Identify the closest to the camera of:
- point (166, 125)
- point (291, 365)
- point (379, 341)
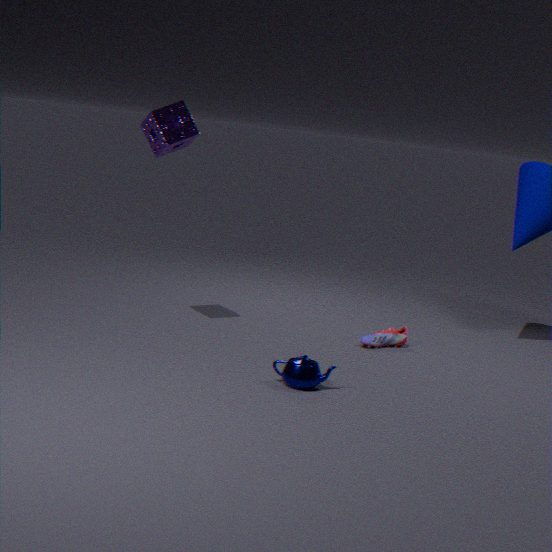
point (291, 365)
